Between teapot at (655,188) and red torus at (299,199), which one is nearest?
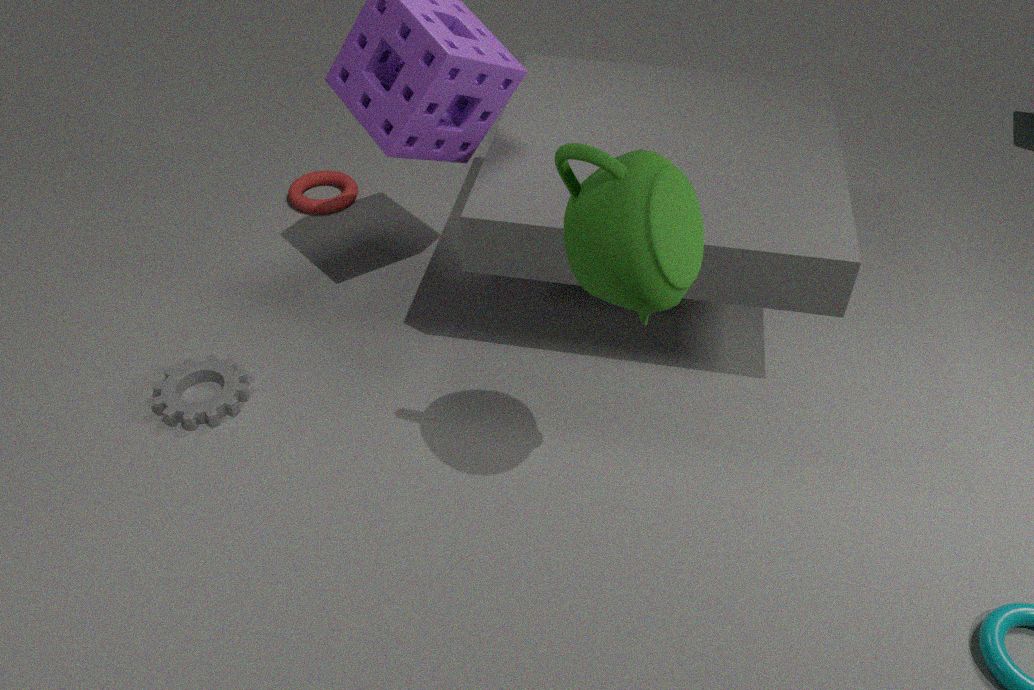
teapot at (655,188)
